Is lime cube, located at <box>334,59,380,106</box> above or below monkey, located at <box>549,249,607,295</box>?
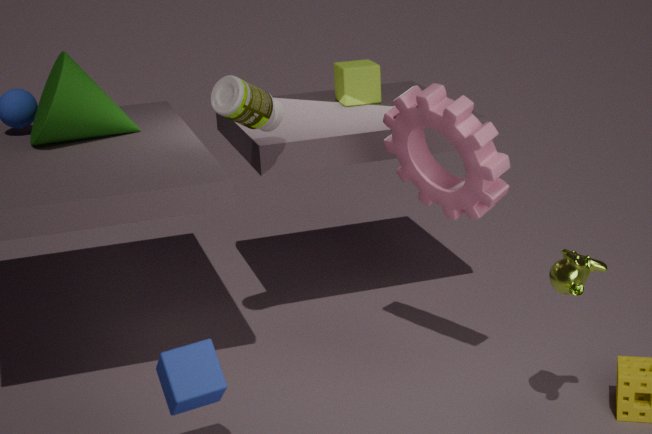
above
